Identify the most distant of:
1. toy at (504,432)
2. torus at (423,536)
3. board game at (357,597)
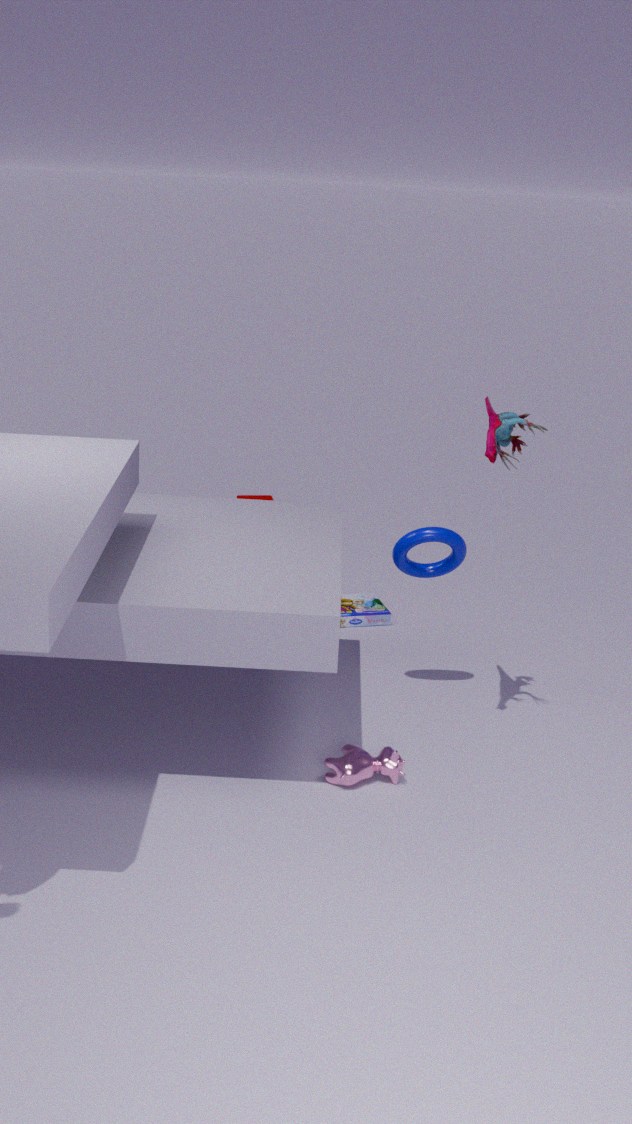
board game at (357,597)
